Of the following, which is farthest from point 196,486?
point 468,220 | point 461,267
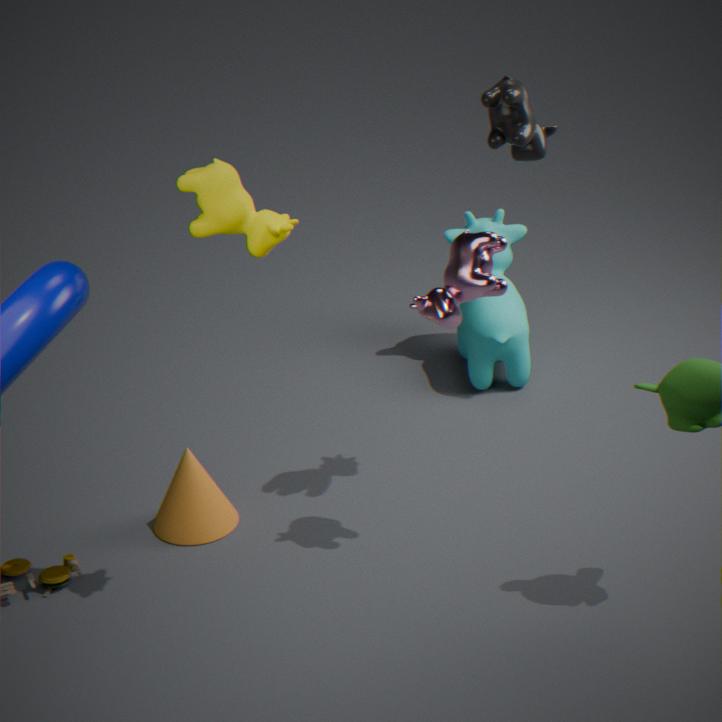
point 468,220
